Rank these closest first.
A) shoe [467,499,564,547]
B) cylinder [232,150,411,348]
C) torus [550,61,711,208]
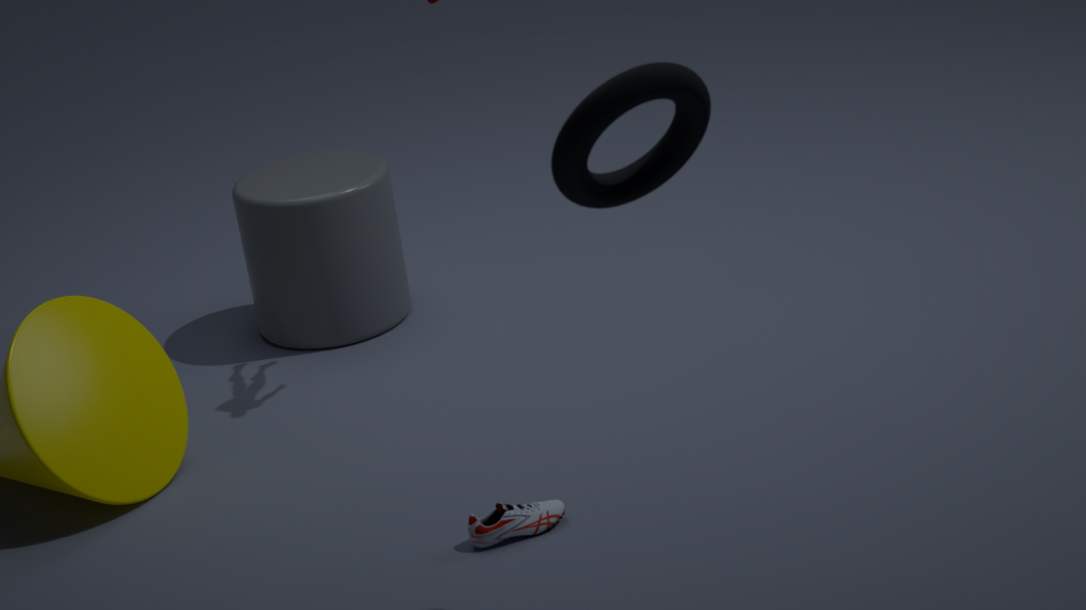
torus [550,61,711,208] < shoe [467,499,564,547] < cylinder [232,150,411,348]
